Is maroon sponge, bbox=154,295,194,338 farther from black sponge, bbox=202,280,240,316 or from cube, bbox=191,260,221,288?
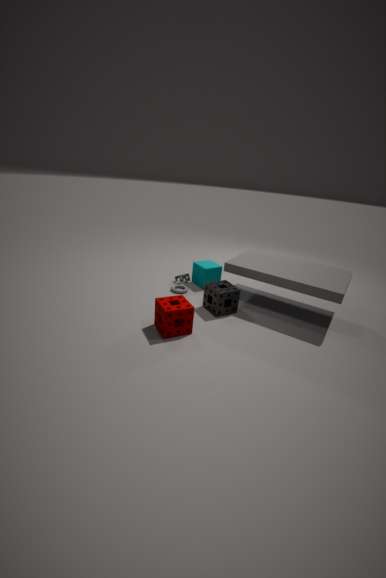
cube, bbox=191,260,221,288
